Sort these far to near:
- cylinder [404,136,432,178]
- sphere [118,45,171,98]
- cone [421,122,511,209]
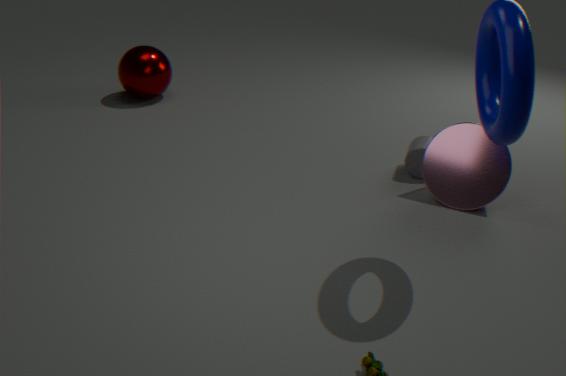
1. sphere [118,45,171,98]
2. cylinder [404,136,432,178]
3. cone [421,122,511,209]
